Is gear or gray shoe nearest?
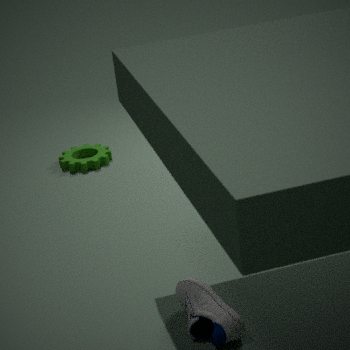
gray shoe
